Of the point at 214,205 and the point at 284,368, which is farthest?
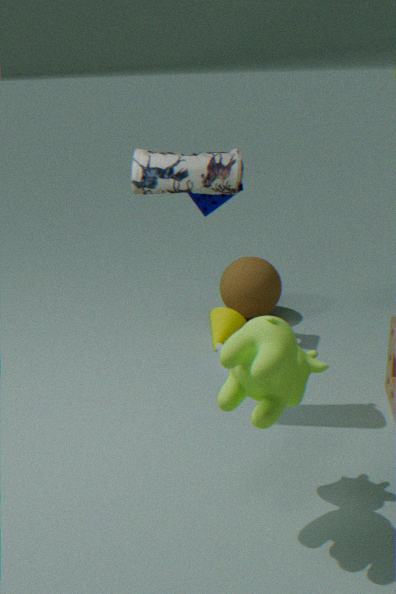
the point at 214,205
